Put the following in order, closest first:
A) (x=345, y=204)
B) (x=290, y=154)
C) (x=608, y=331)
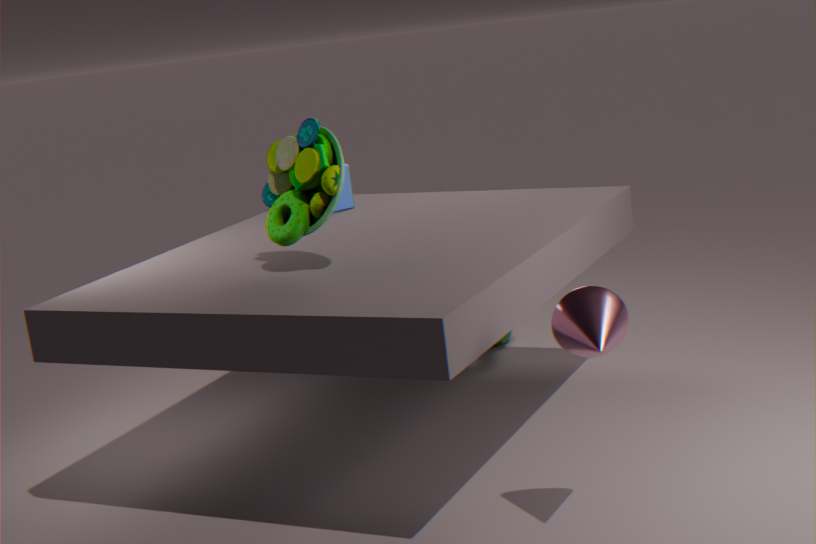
1. (x=608, y=331)
2. (x=290, y=154)
3. (x=345, y=204)
